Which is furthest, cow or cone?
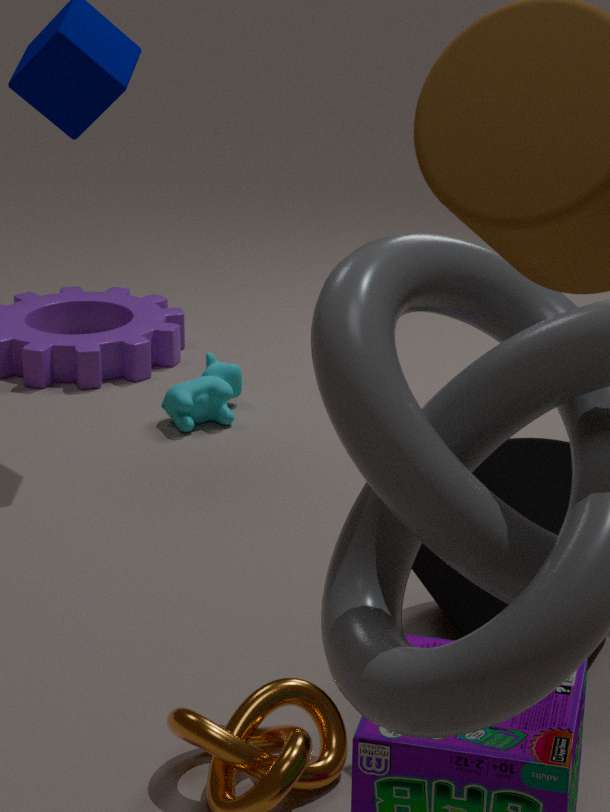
cow
